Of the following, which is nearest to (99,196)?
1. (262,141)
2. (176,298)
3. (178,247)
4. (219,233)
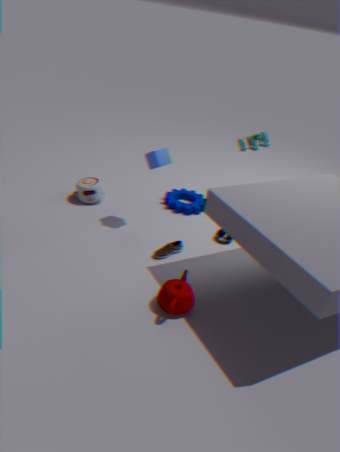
(178,247)
